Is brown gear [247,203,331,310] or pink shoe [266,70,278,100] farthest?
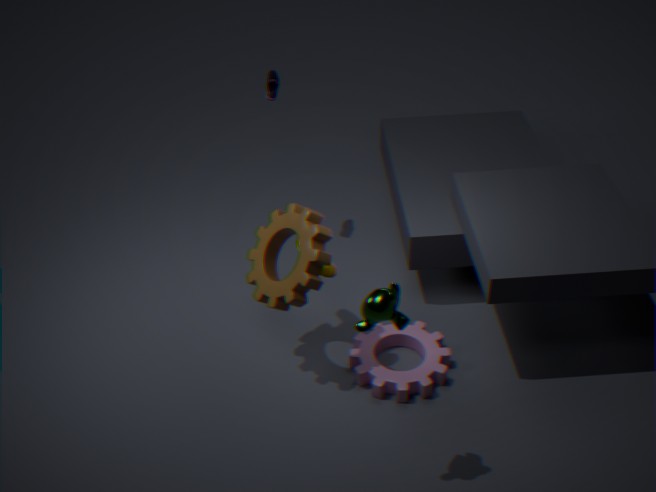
pink shoe [266,70,278,100]
